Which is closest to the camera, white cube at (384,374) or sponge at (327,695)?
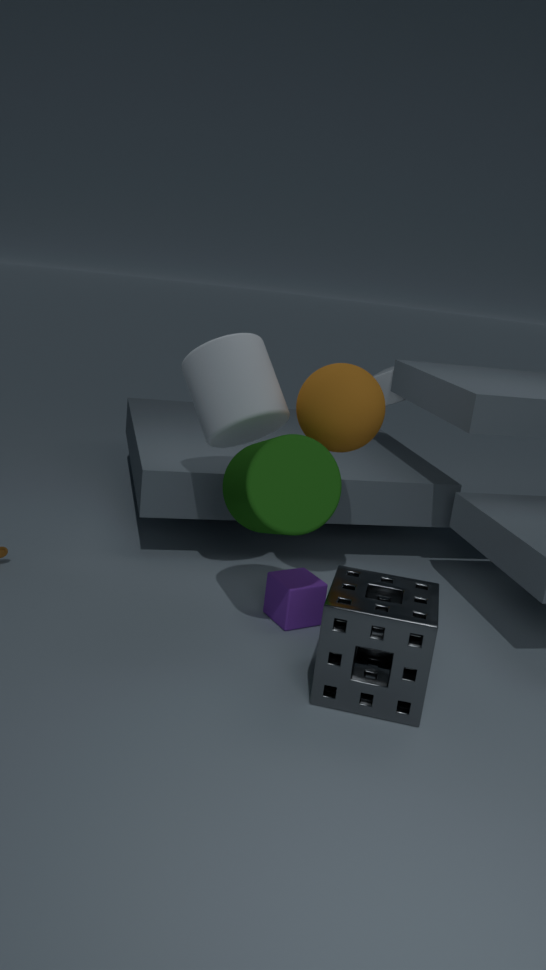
sponge at (327,695)
